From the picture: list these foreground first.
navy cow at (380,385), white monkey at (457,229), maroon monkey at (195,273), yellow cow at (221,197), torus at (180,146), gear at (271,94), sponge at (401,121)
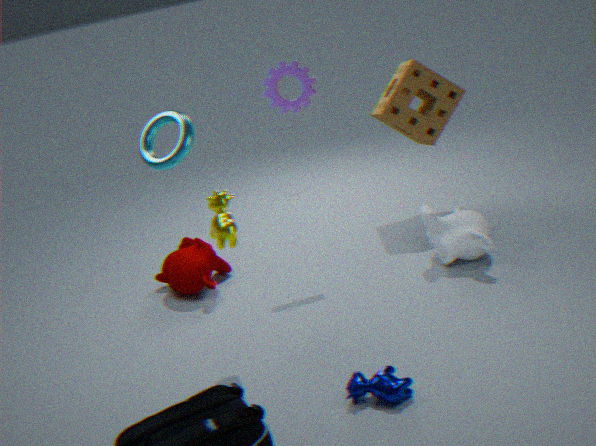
1. navy cow at (380,385)
2. torus at (180,146)
3. yellow cow at (221,197)
4. white monkey at (457,229)
5. gear at (271,94)
6. maroon monkey at (195,273)
7. sponge at (401,121)
